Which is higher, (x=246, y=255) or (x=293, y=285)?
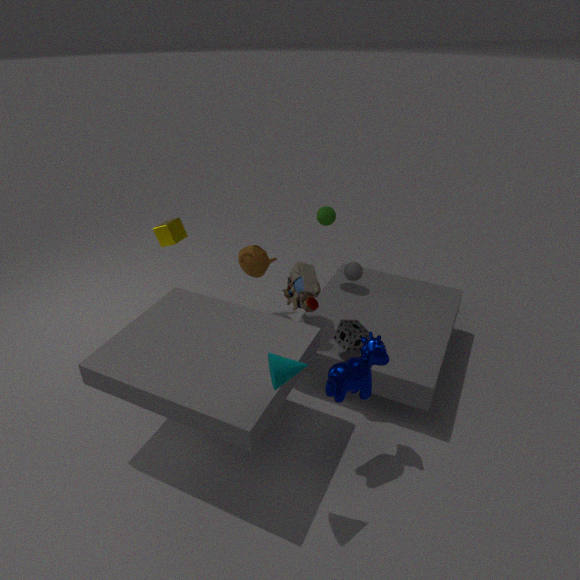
(x=293, y=285)
